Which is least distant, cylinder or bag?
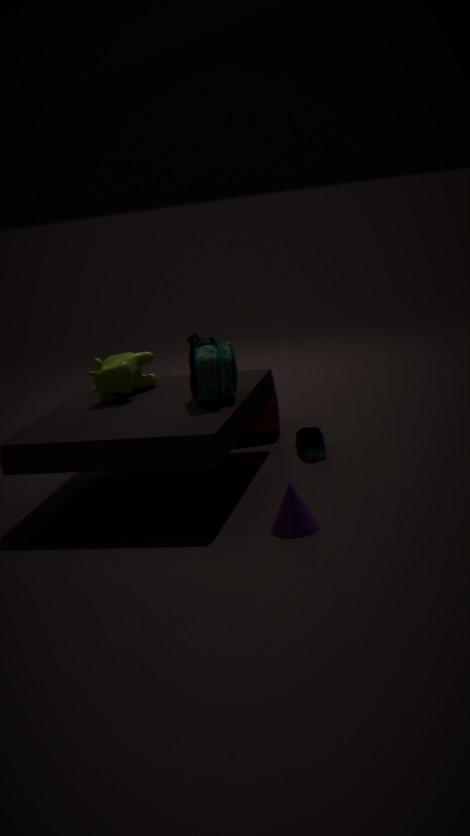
bag
